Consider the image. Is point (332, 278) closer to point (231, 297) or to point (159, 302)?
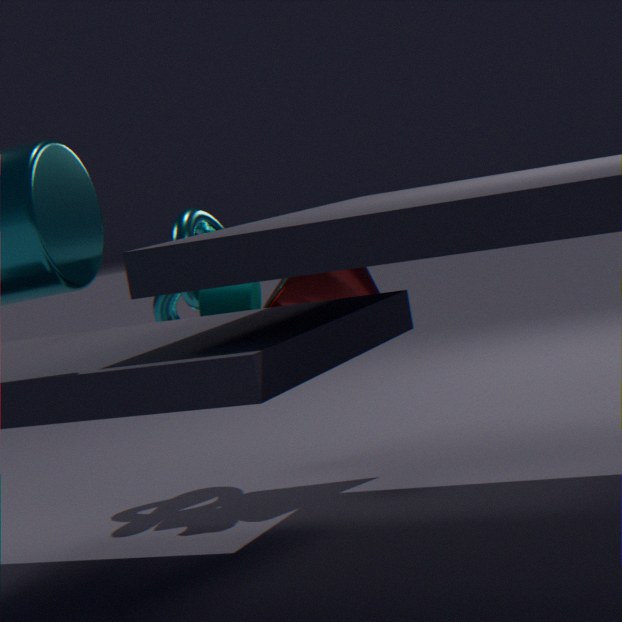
point (231, 297)
